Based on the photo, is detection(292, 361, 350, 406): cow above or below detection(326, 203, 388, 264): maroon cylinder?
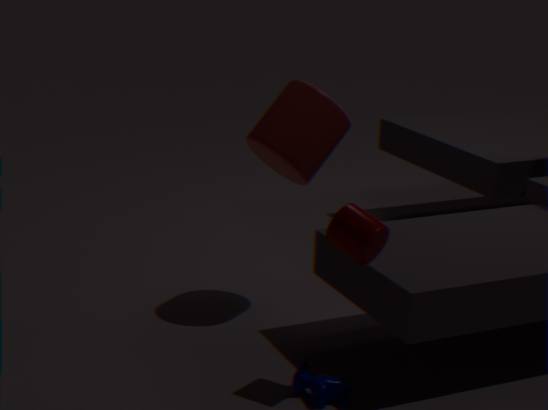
below
